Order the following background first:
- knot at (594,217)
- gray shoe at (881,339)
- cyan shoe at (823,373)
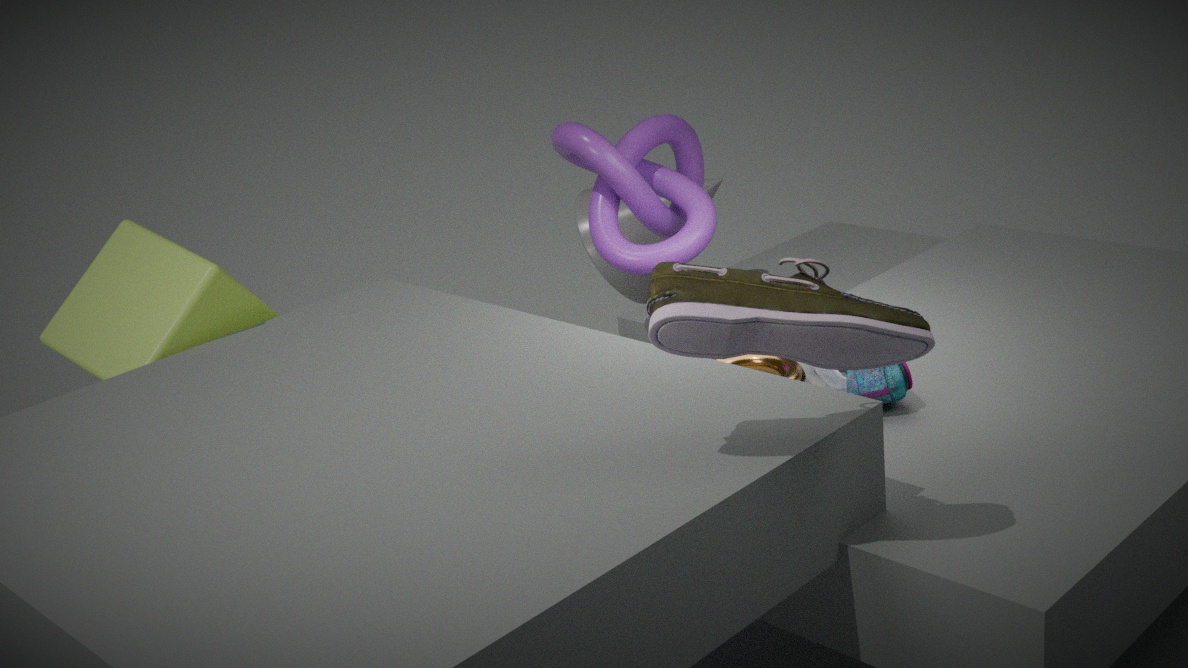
knot at (594,217), cyan shoe at (823,373), gray shoe at (881,339)
